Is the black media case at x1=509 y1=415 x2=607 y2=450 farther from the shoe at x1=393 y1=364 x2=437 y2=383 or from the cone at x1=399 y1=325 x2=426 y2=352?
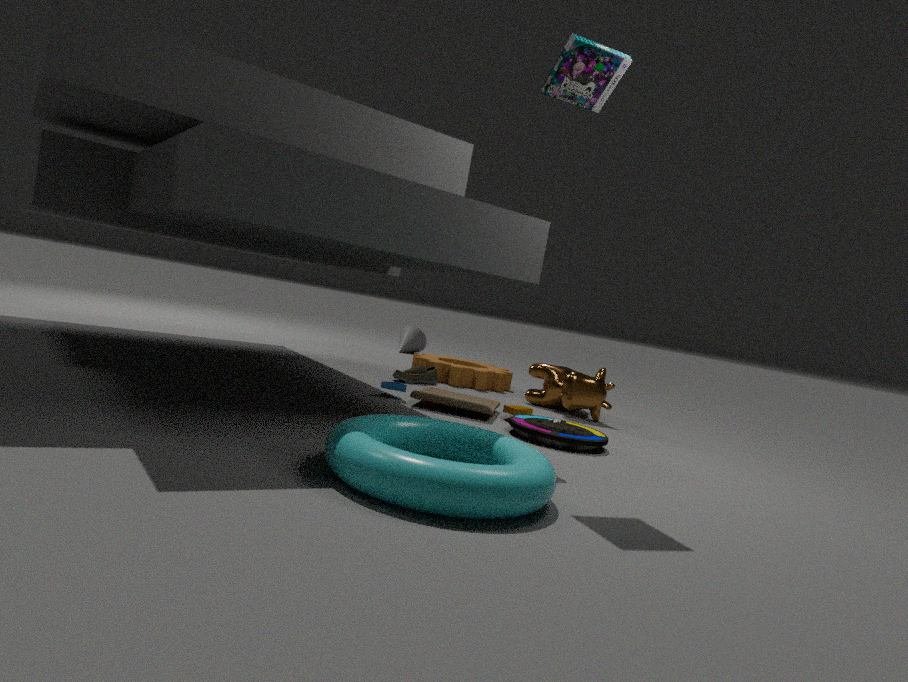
the cone at x1=399 y1=325 x2=426 y2=352
